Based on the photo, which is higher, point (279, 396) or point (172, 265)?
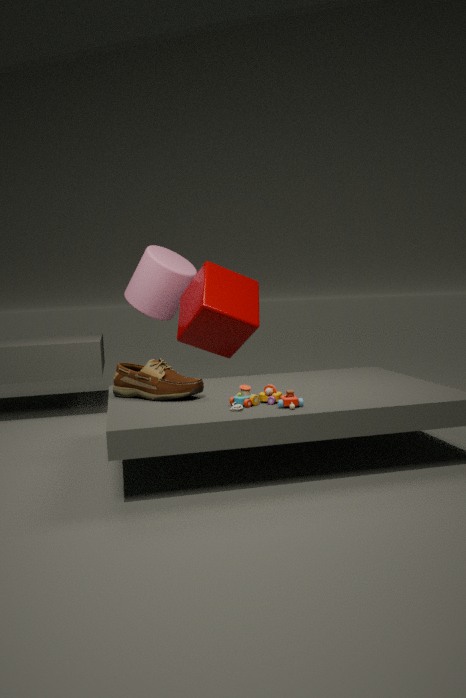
point (172, 265)
